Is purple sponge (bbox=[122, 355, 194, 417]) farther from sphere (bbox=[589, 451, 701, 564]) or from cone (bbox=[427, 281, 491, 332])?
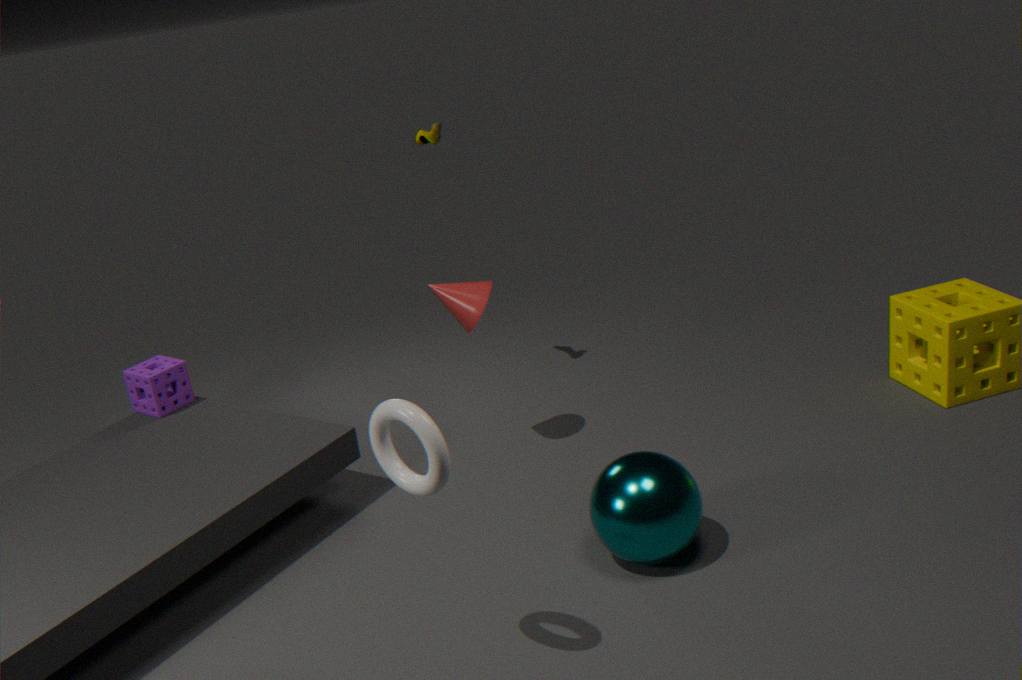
sphere (bbox=[589, 451, 701, 564])
